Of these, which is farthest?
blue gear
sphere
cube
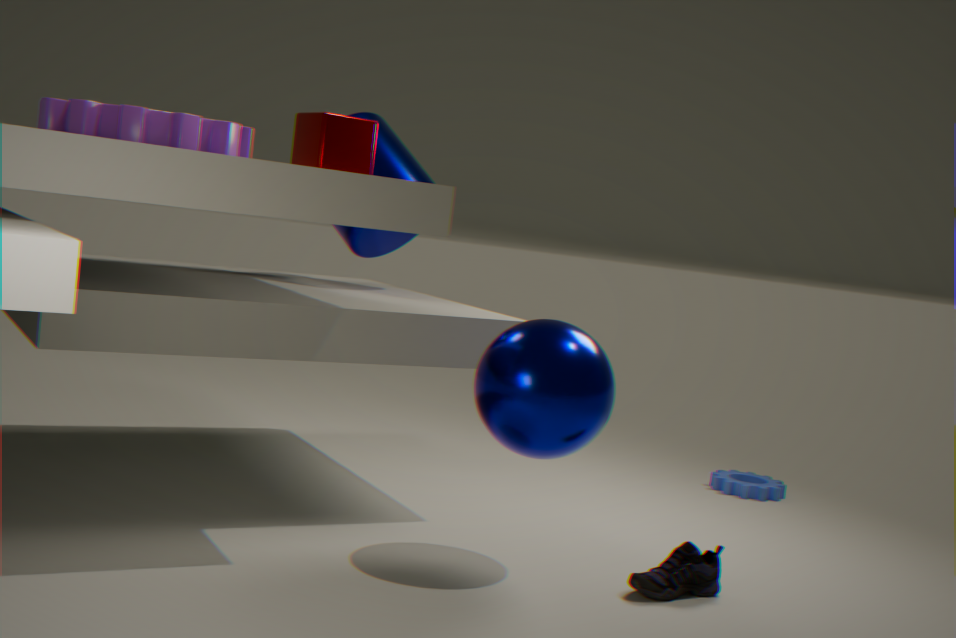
blue gear
